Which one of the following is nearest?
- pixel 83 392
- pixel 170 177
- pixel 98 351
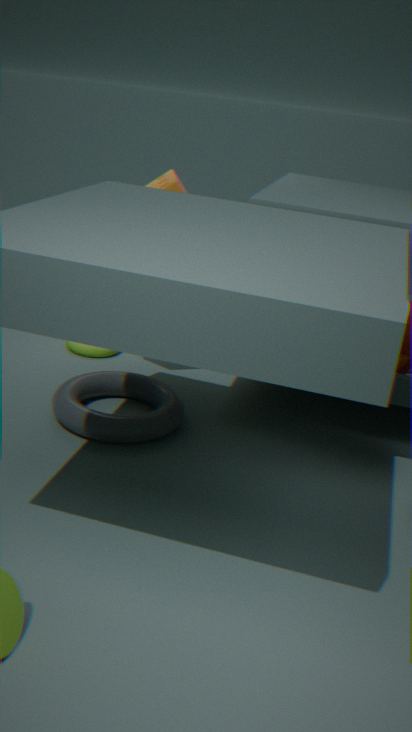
pixel 83 392
